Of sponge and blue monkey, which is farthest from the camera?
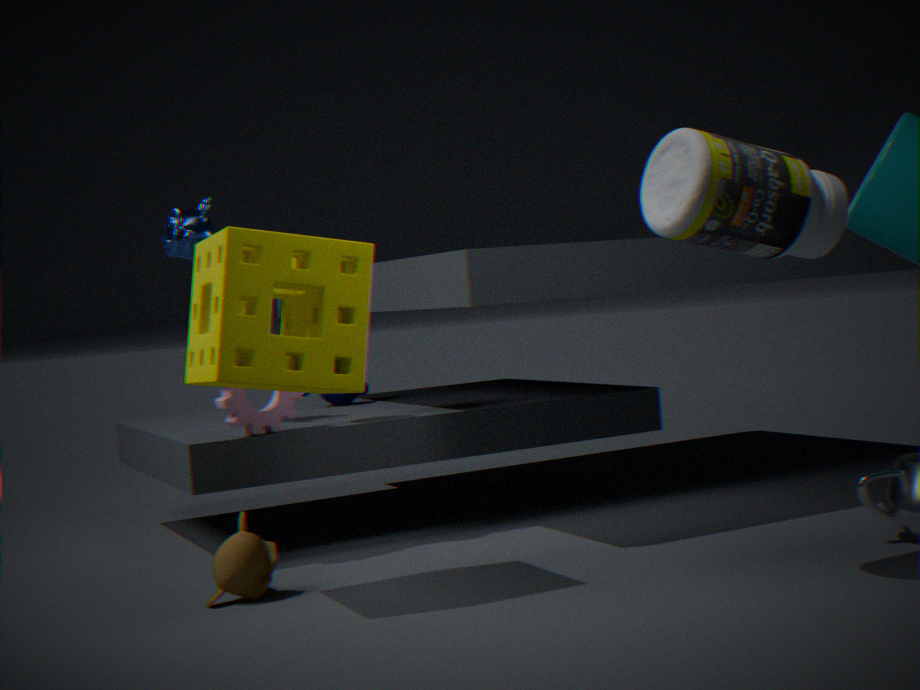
blue monkey
